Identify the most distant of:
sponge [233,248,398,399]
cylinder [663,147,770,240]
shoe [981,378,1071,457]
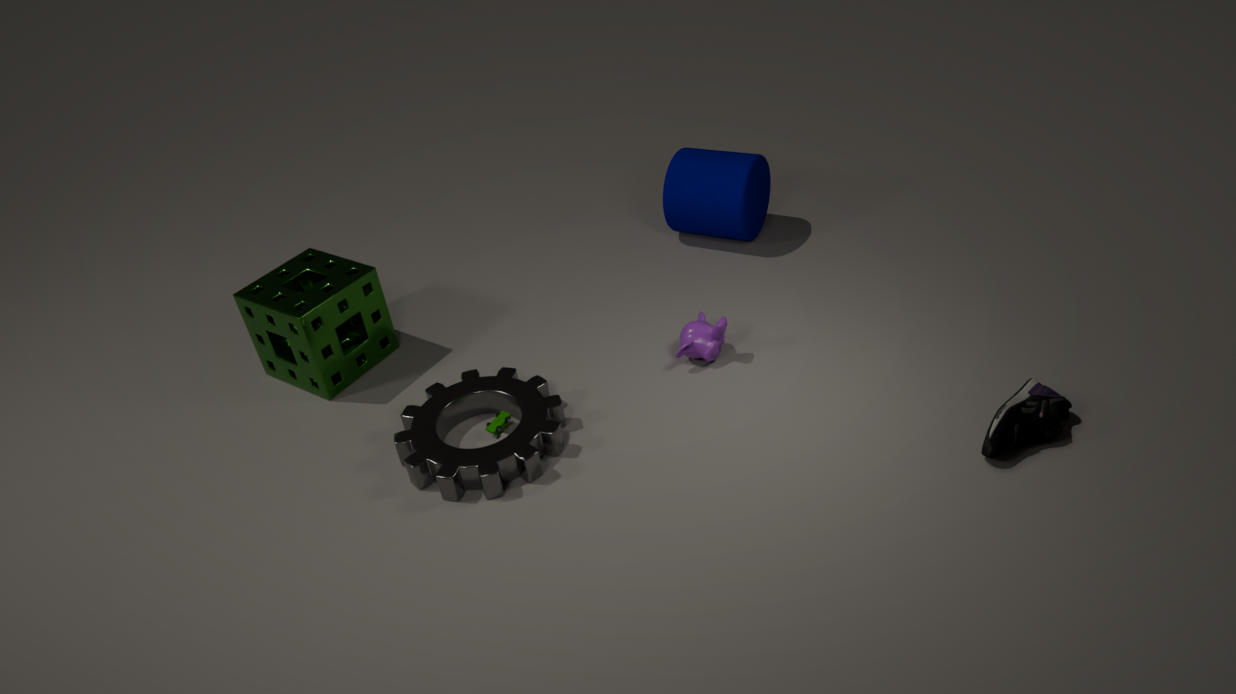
cylinder [663,147,770,240]
